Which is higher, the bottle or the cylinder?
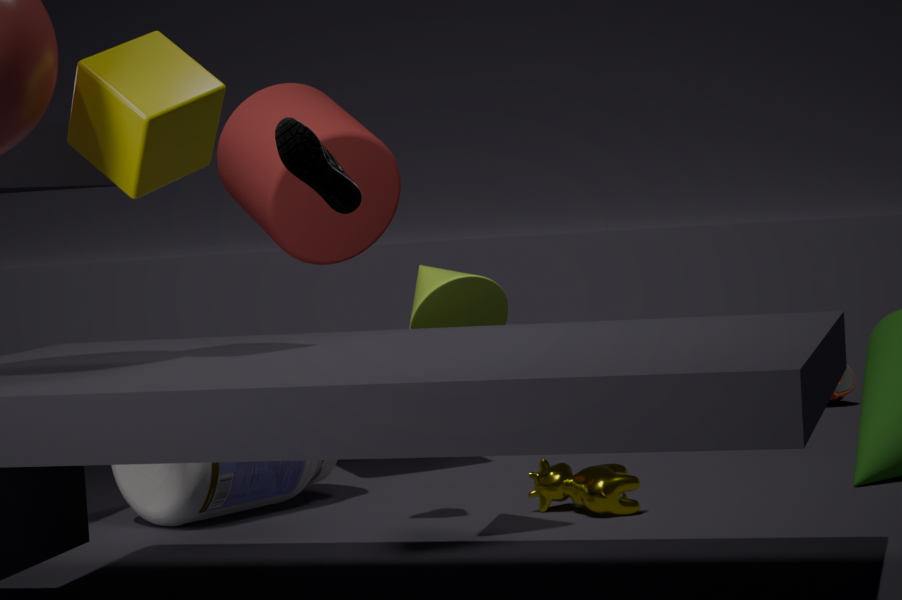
the cylinder
